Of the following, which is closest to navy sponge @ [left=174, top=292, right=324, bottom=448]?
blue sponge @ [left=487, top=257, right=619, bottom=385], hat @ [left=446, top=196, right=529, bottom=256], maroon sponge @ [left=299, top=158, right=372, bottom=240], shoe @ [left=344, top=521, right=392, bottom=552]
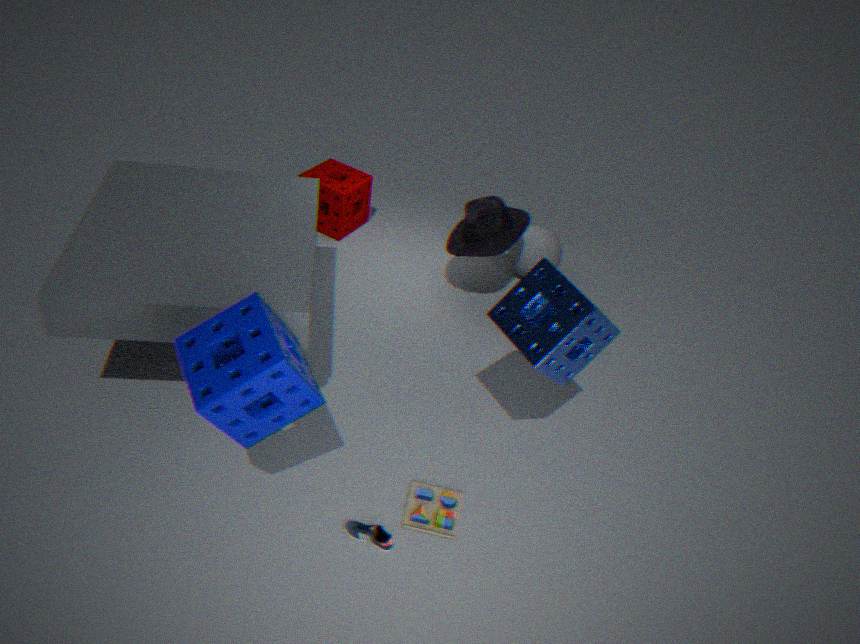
shoe @ [left=344, top=521, right=392, bottom=552]
